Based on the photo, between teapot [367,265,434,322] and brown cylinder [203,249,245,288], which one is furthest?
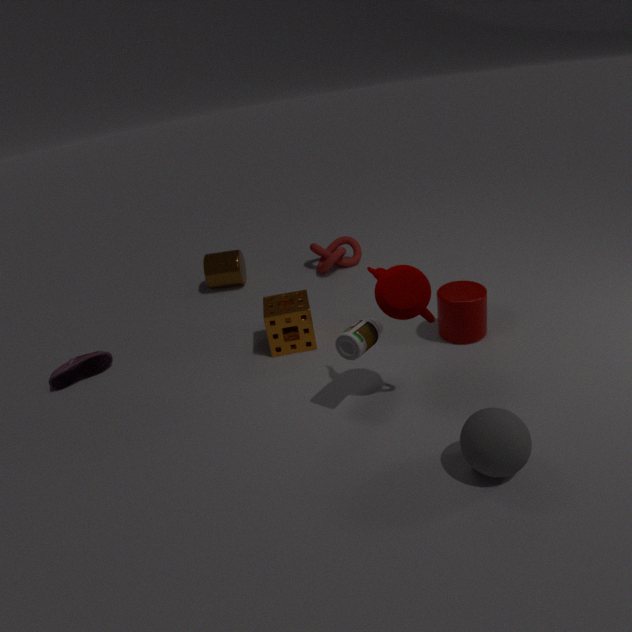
brown cylinder [203,249,245,288]
